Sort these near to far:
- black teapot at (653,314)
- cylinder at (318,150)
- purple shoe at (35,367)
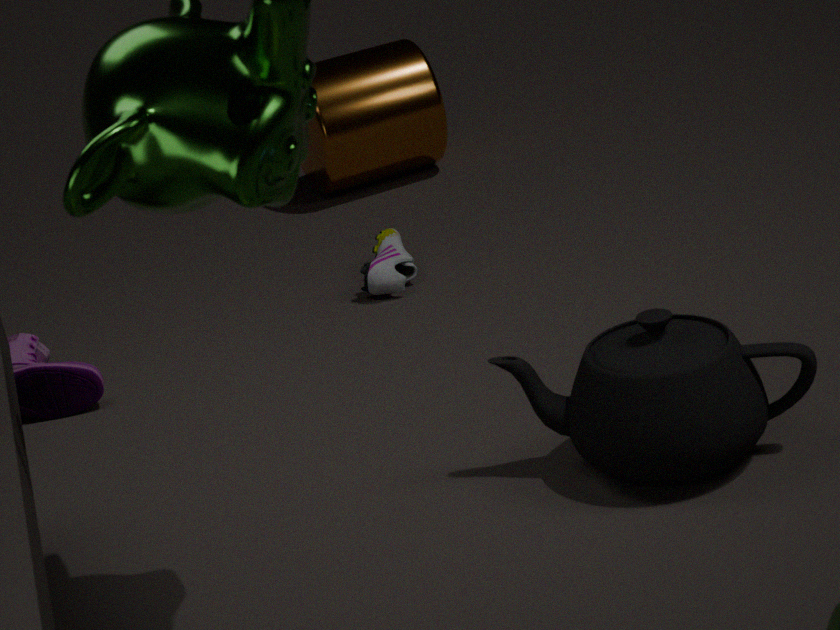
1. black teapot at (653,314)
2. purple shoe at (35,367)
3. cylinder at (318,150)
